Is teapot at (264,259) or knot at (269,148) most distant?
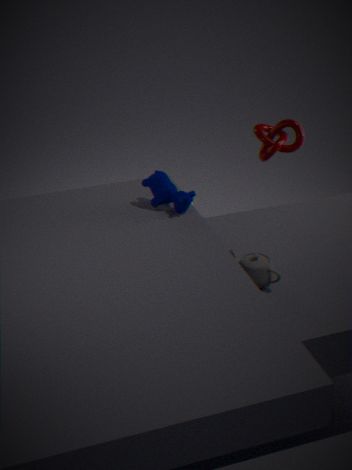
knot at (269,148)
